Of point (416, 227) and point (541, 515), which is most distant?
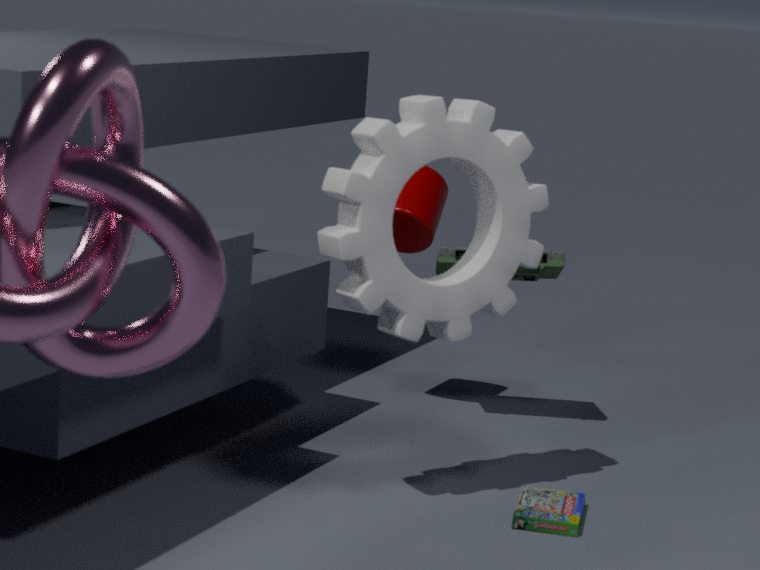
point (416, 227)
